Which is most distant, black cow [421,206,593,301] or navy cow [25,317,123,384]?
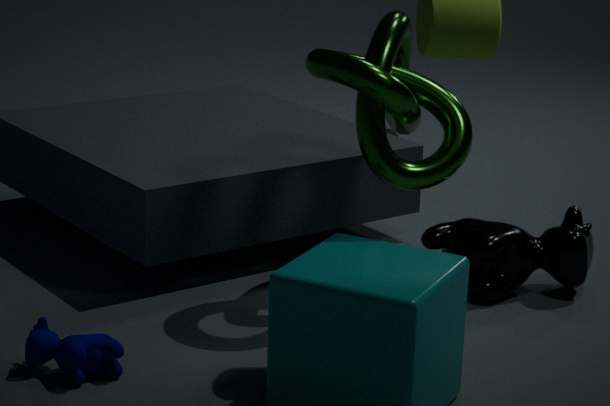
black cow [421,206,593,301]
